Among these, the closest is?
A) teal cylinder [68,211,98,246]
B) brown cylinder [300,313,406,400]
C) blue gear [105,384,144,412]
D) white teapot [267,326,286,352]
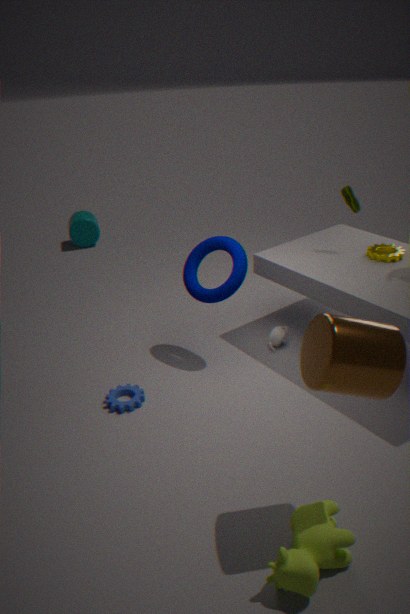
brown cylinder [300,313,406,400]
